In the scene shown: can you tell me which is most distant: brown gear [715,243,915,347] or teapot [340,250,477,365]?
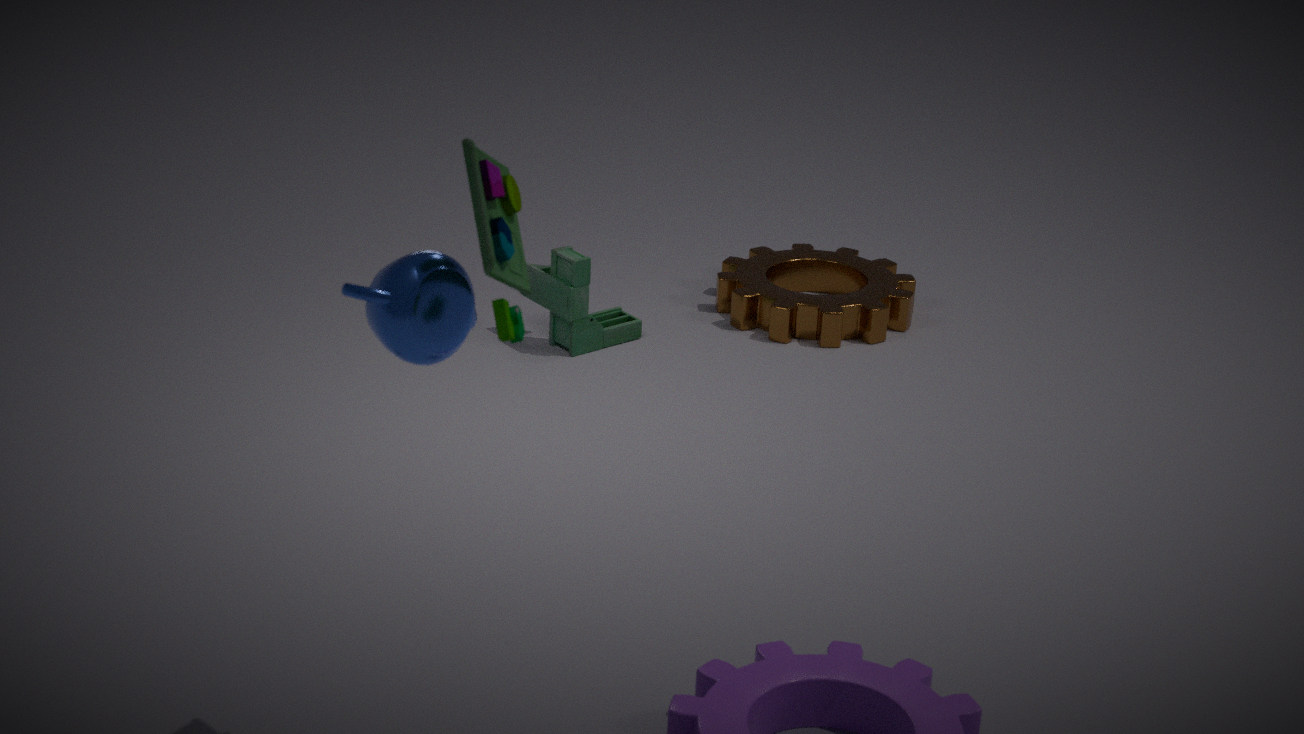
brown gear [715,243,915,347]
